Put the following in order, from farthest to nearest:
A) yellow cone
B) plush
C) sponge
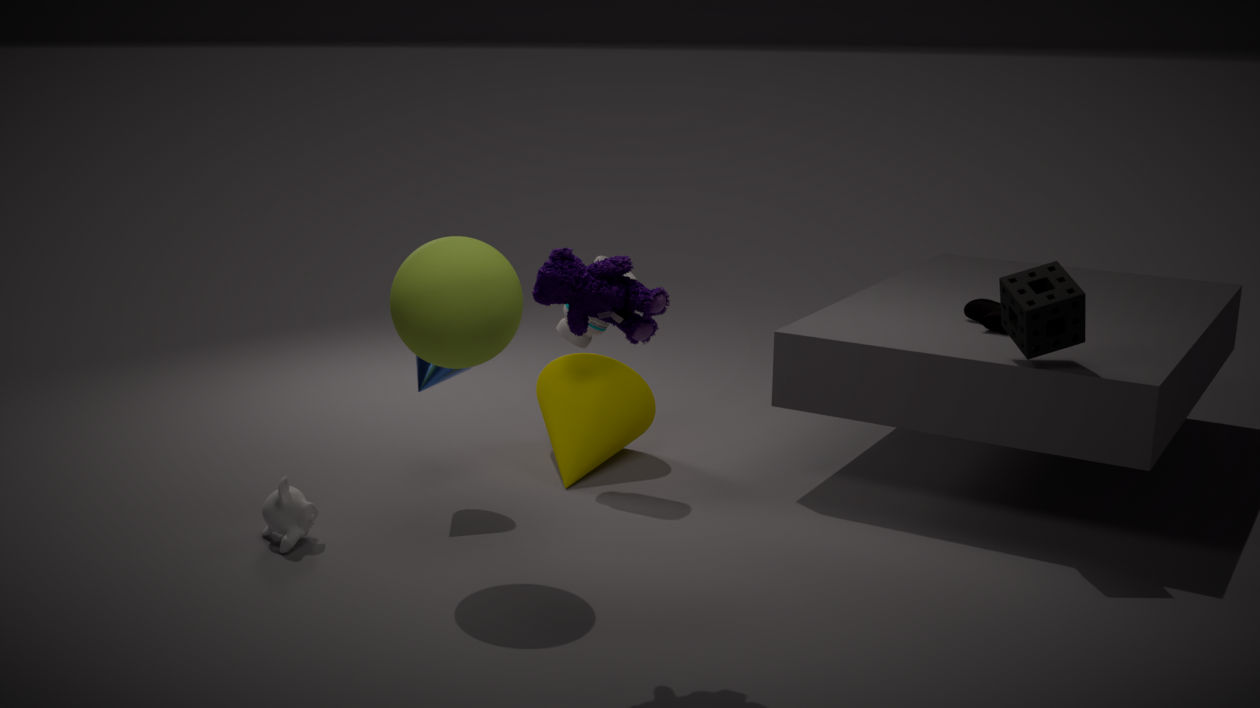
yellow cone, sponge, plush
